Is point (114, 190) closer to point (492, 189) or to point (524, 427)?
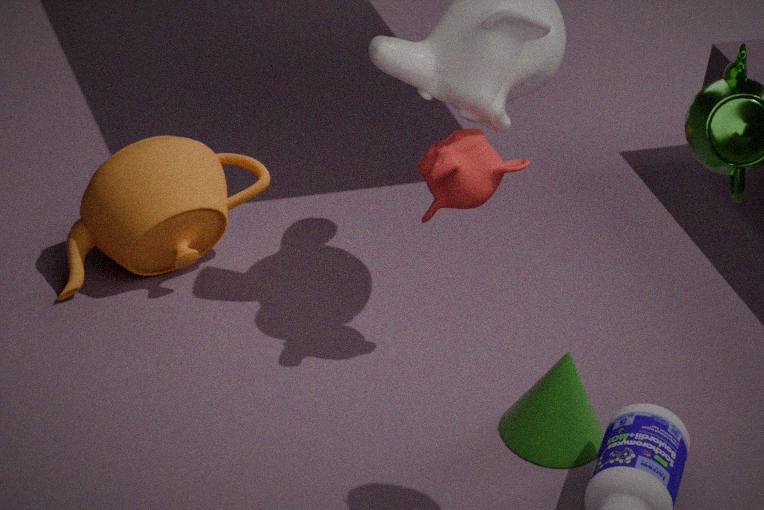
point (492, 189)
